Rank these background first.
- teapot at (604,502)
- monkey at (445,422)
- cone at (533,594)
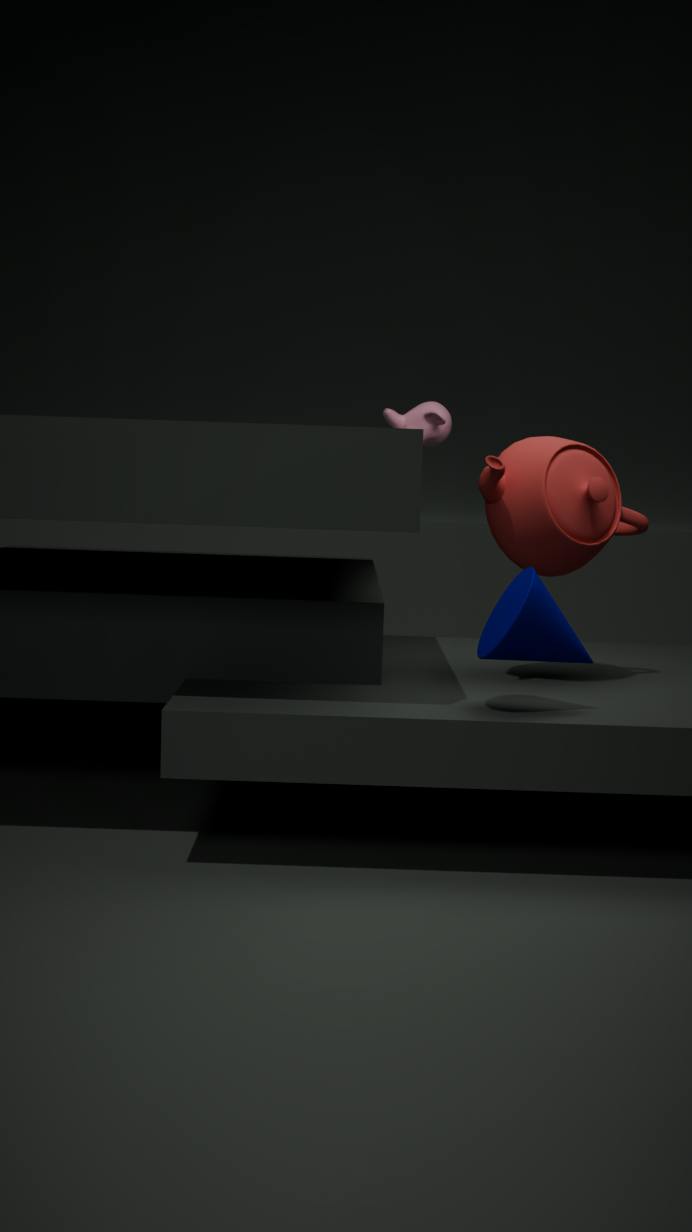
monkey at (445,422), teapot at (604,502), cone at (533,594)
